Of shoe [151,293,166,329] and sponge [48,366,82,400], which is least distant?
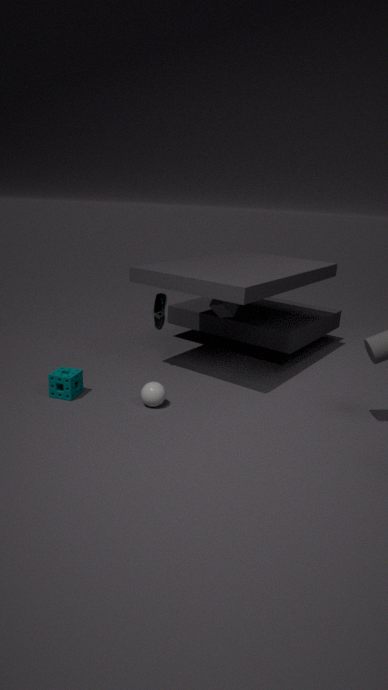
sponge [48,366,82,400]
